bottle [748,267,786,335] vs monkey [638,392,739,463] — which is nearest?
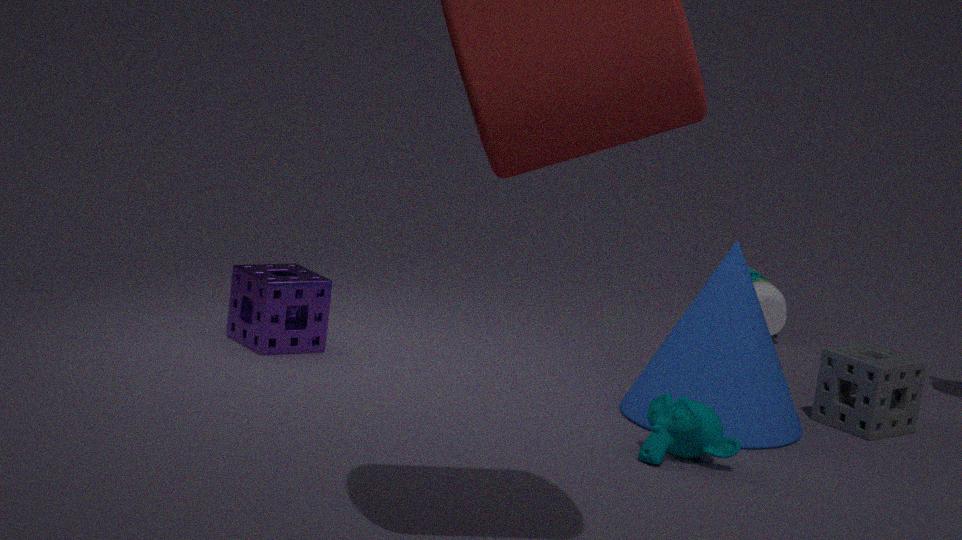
monkey [638,392,739,463]
